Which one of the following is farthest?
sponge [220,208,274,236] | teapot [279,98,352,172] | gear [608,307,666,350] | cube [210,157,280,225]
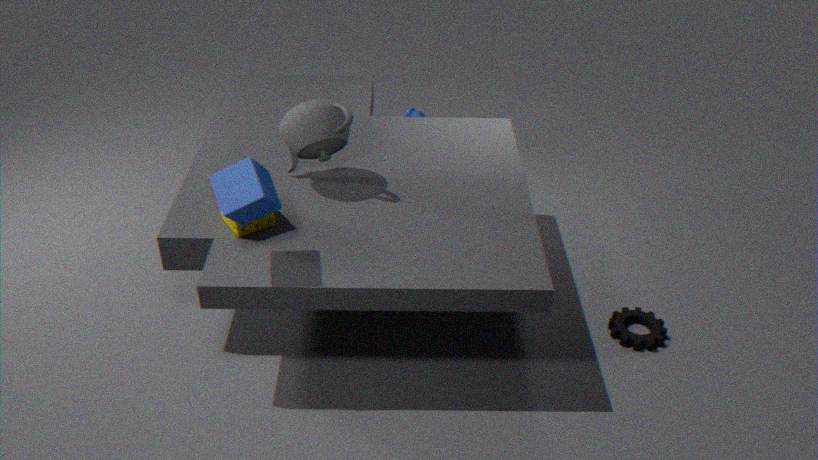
gear [608,307,666,350]
